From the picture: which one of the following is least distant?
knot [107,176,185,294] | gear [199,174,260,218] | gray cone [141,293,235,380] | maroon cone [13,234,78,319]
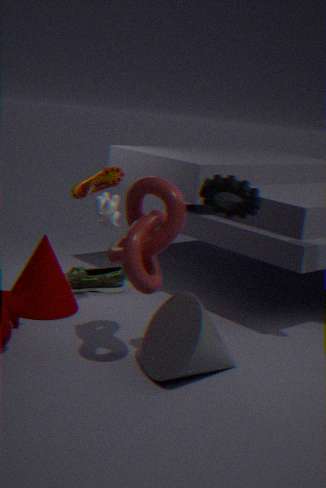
gear [199,174,260,218]
